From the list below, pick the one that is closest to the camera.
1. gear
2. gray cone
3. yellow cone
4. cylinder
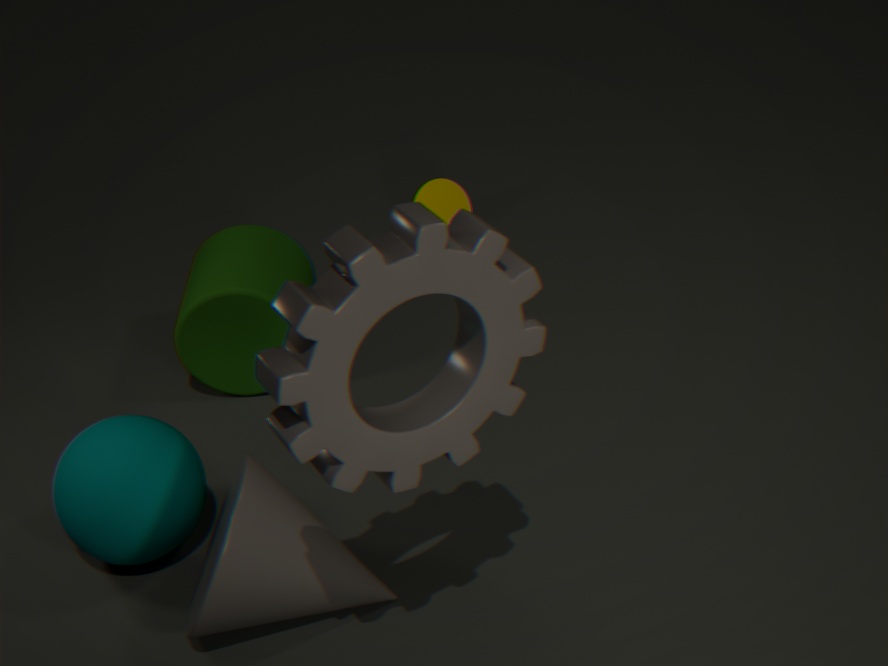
gear
